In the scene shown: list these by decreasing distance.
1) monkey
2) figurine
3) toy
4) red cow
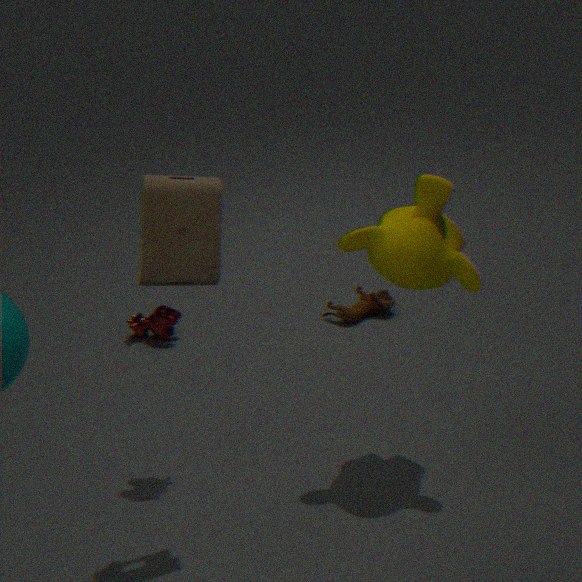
2. figurine → 4. red cow → 1. monkey → 3. toy
